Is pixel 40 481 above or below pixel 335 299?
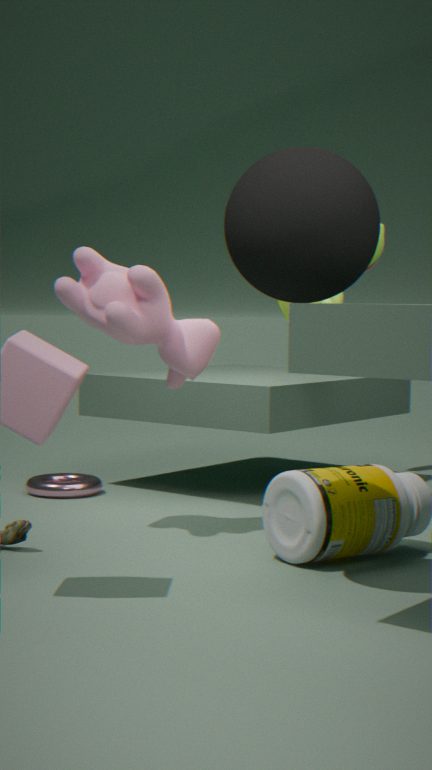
below
